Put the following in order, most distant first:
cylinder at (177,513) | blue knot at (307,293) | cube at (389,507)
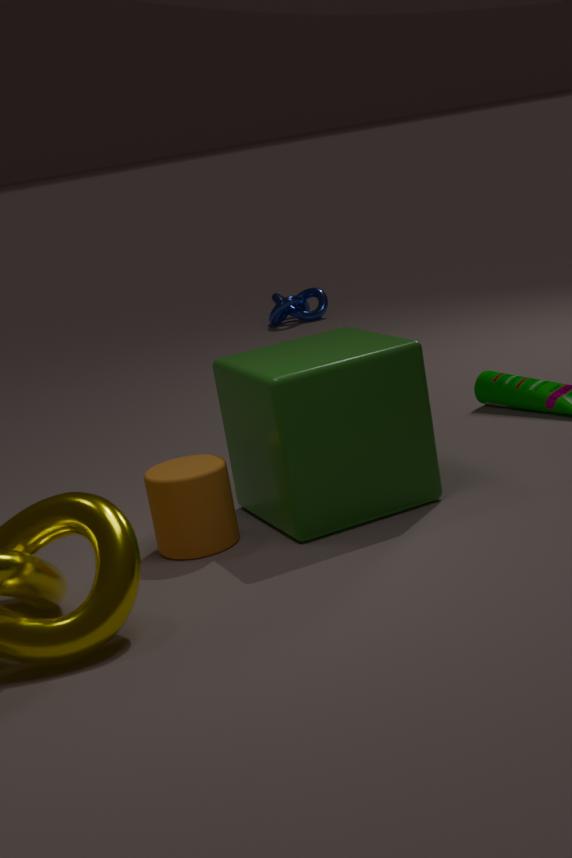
blue knot at (307,293), cylinder at (177,513), cube at (389,507)
